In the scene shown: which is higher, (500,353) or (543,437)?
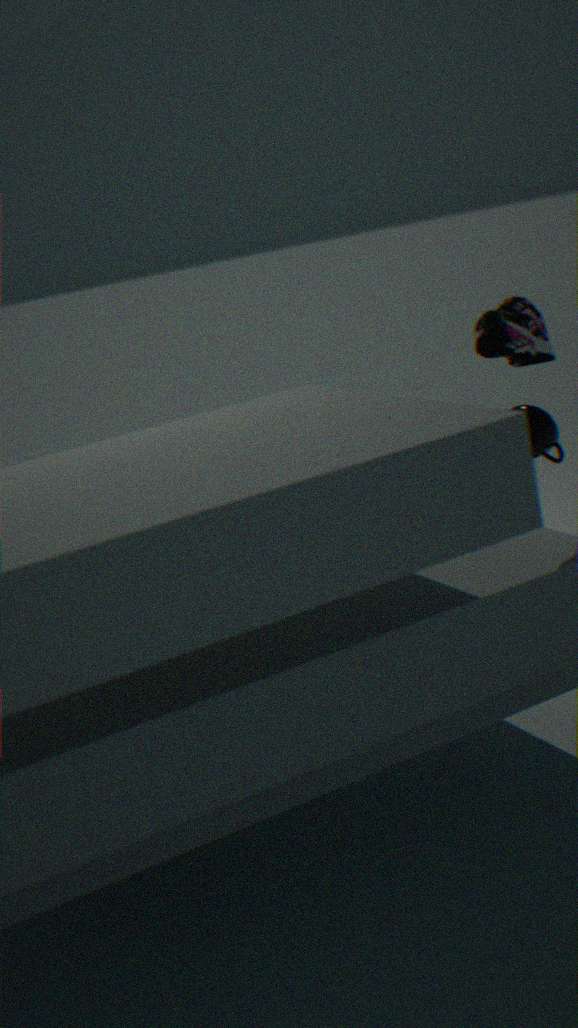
(500,353)
